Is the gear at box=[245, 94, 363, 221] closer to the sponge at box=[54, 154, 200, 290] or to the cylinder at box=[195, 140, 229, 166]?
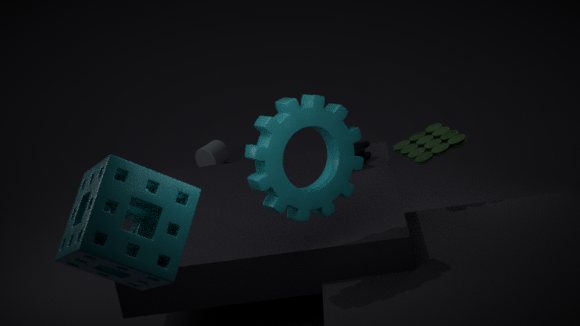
the sponge at box=[54, 154, 200, 290]
